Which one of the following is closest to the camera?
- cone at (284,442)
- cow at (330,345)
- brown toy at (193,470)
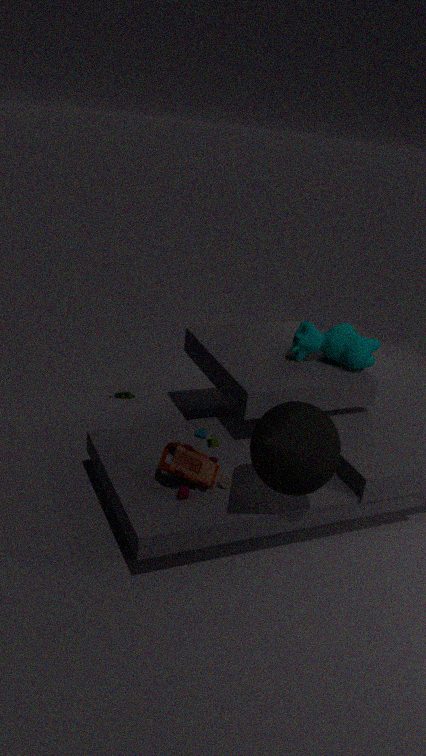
cone at (284,442)
